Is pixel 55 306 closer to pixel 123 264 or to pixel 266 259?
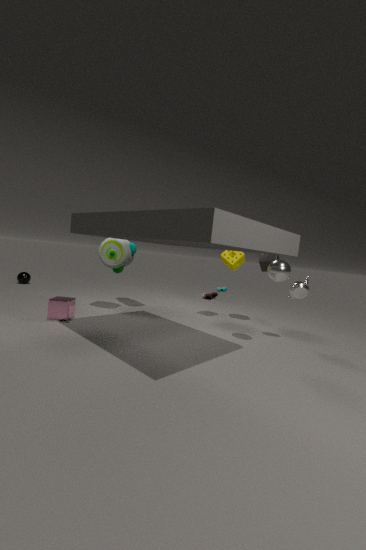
pixel 123 264
